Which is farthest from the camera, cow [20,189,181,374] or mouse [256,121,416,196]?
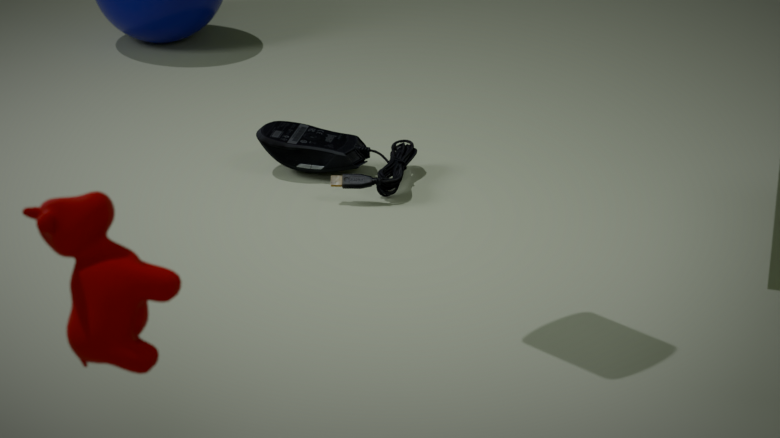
mouse [256,121,416,196]
